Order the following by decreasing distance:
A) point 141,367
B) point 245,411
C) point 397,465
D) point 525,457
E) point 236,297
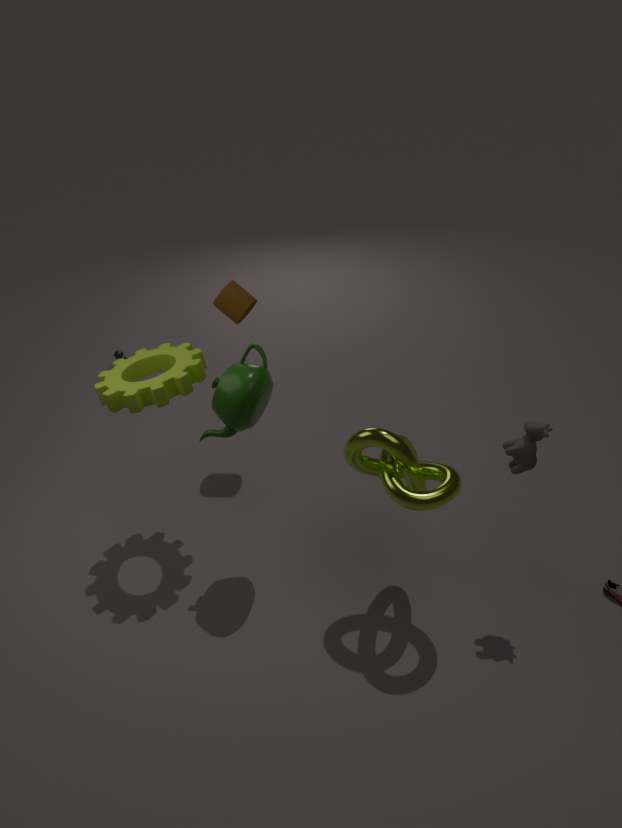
point 236,297 → point 141,367 → point 397,465 → point 245,411 → point 525,457
